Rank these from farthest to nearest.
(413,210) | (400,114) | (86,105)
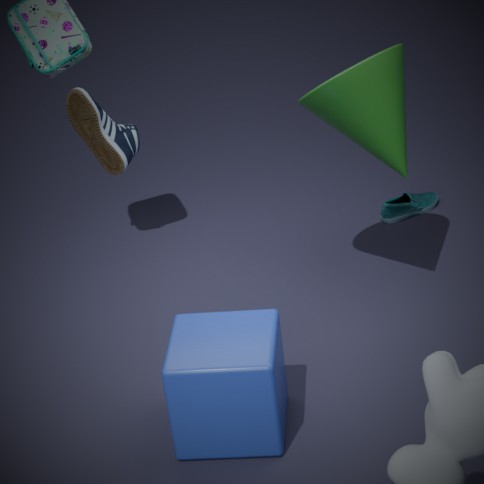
(413,210) → (400,114) → (86,105)
